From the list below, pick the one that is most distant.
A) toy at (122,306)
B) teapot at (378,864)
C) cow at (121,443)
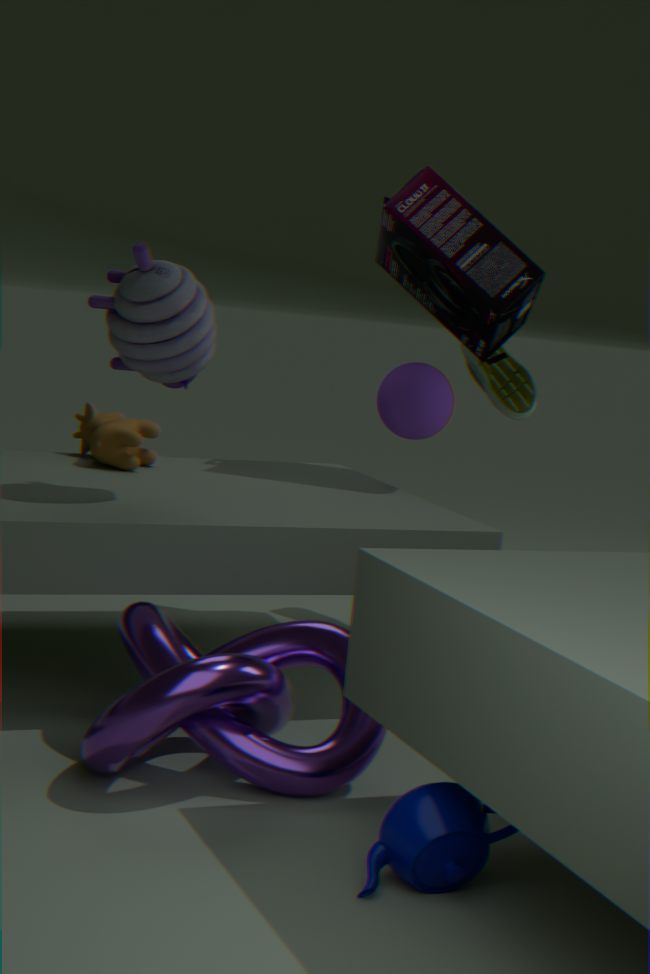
C. cow at (121,443)
